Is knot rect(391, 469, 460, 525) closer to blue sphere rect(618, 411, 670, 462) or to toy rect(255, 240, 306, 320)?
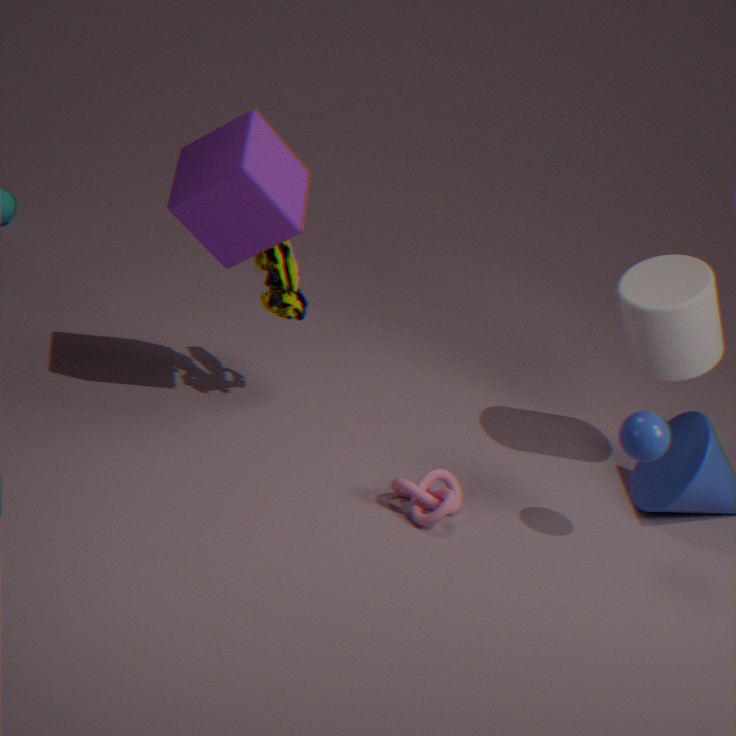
blue sphere rect(618, 411, 670, 462)
